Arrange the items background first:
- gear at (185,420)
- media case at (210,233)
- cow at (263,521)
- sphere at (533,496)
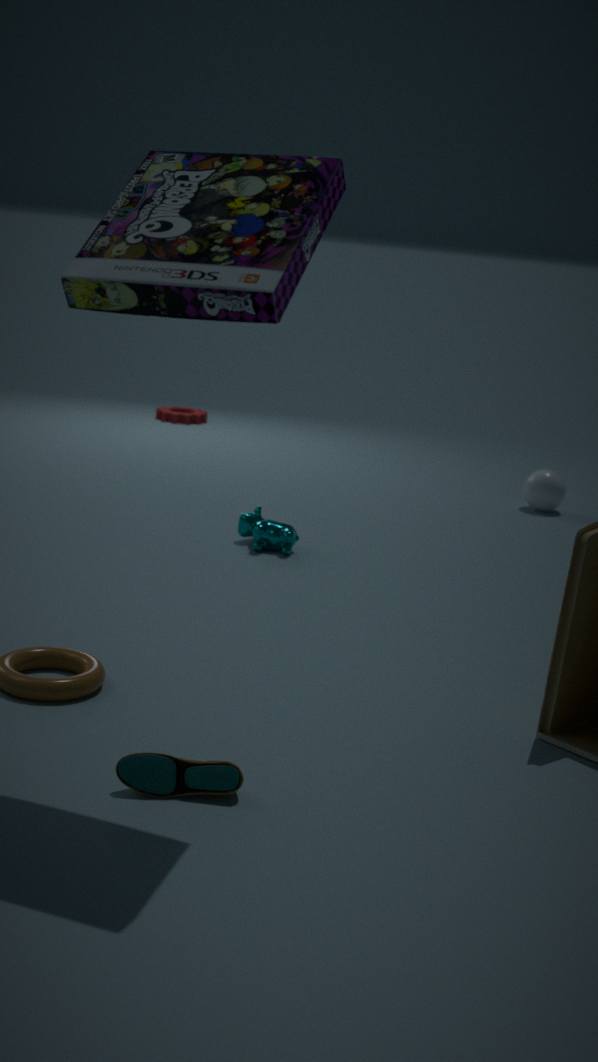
1. gear at (185,420)
2. sphere at (533,496)
3. cow at (263,521)
4. media case at (210,233)
